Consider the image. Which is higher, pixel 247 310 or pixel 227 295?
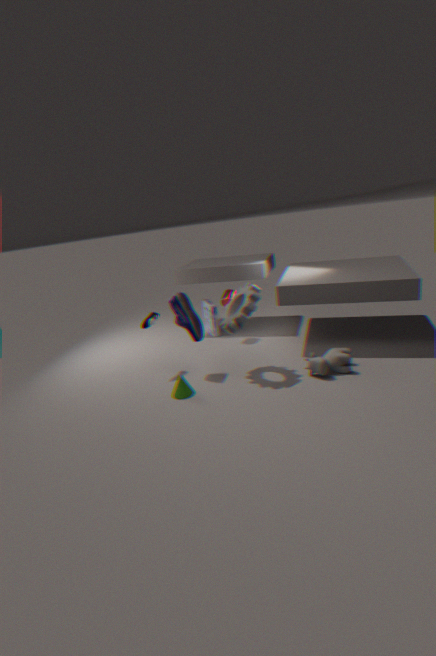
pixel 247 310
